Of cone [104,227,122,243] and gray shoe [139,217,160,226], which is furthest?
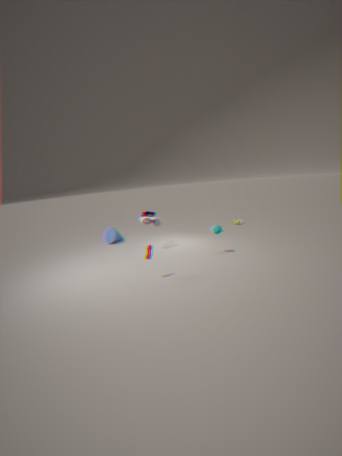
cone [104,227,122,243]
